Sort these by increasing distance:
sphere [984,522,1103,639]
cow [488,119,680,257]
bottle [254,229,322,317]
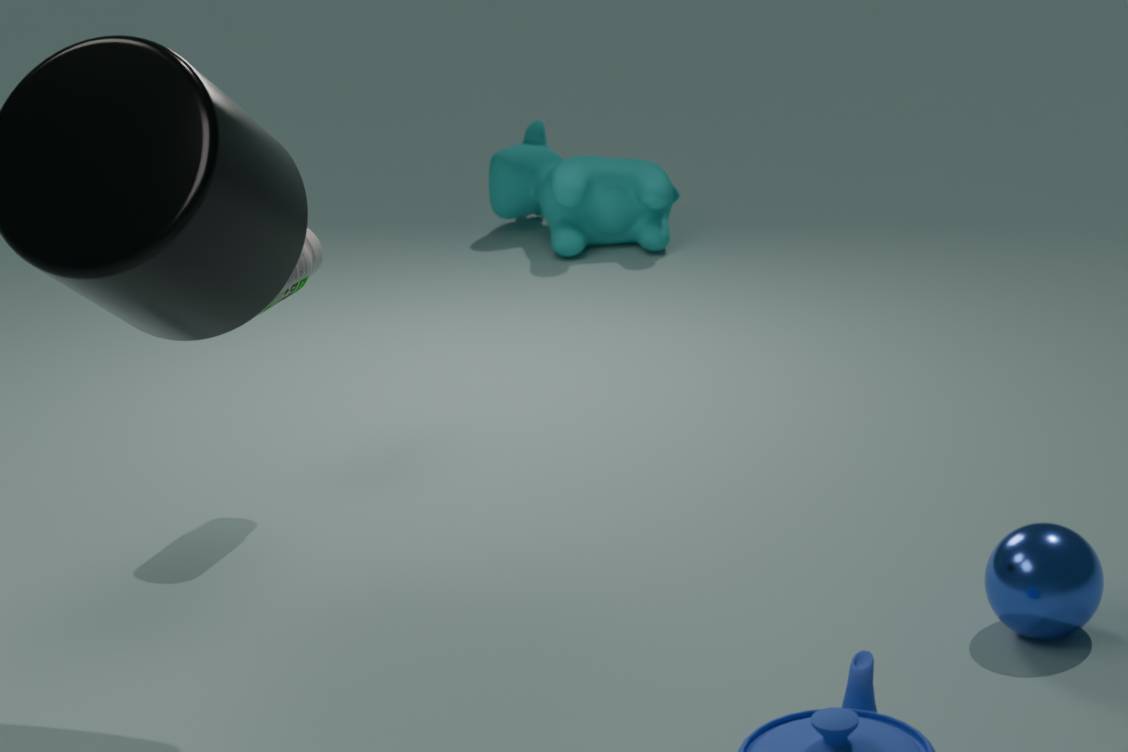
1. sphere [984,522,1103,639]
2. bottle [254,229,322,317]
3. cow [488,119,680,257]
